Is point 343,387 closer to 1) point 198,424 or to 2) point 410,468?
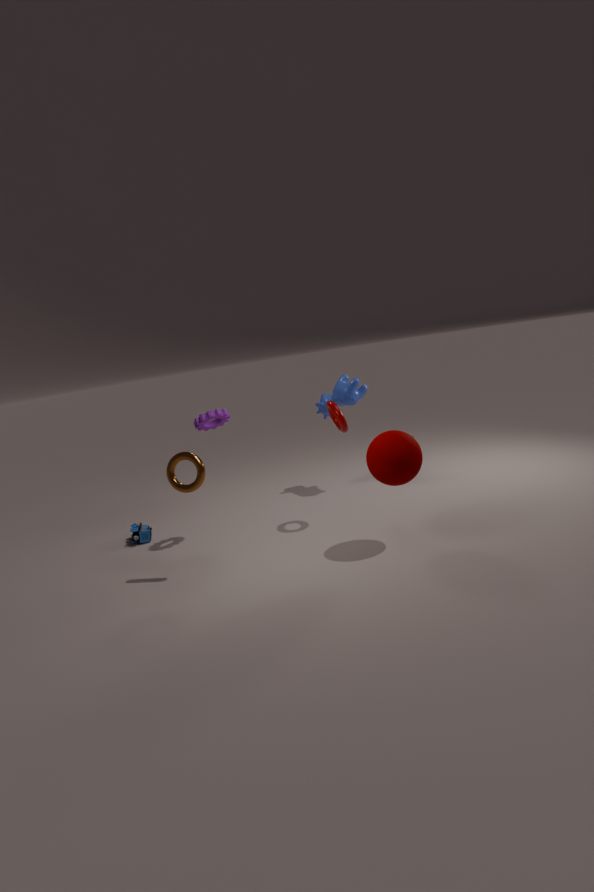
1) point 198,424
